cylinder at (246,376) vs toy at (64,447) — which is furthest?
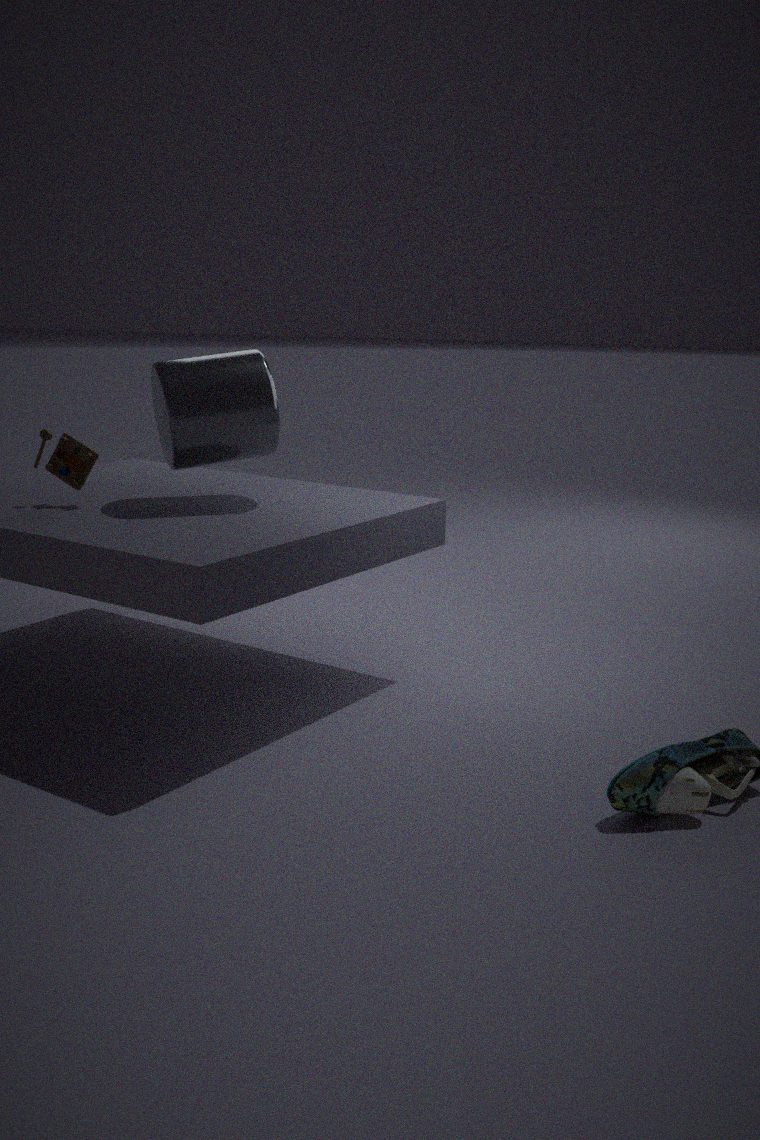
toy at (64,447)
